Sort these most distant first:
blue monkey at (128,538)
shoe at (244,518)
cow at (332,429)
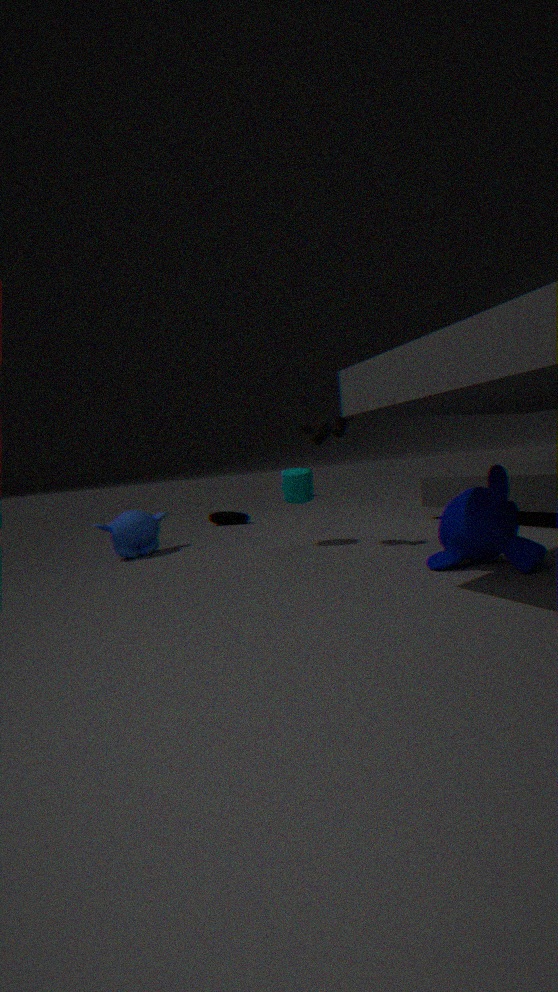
shoe at (244,518), blue monkey at (128,538), cow at (332,429)
